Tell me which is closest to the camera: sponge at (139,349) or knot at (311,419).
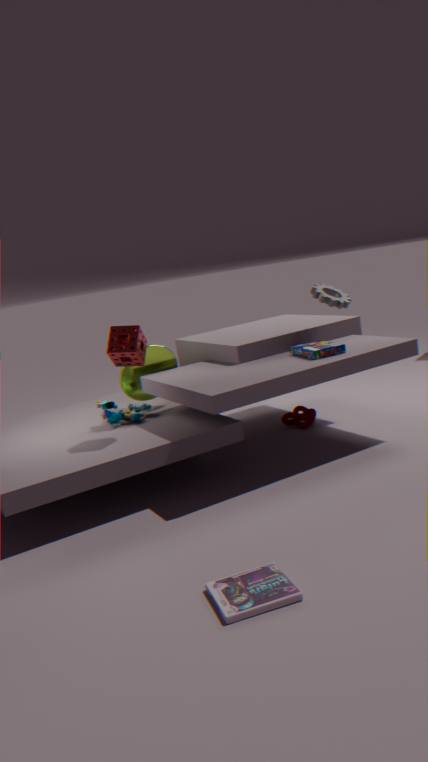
sponge at (139,349)
